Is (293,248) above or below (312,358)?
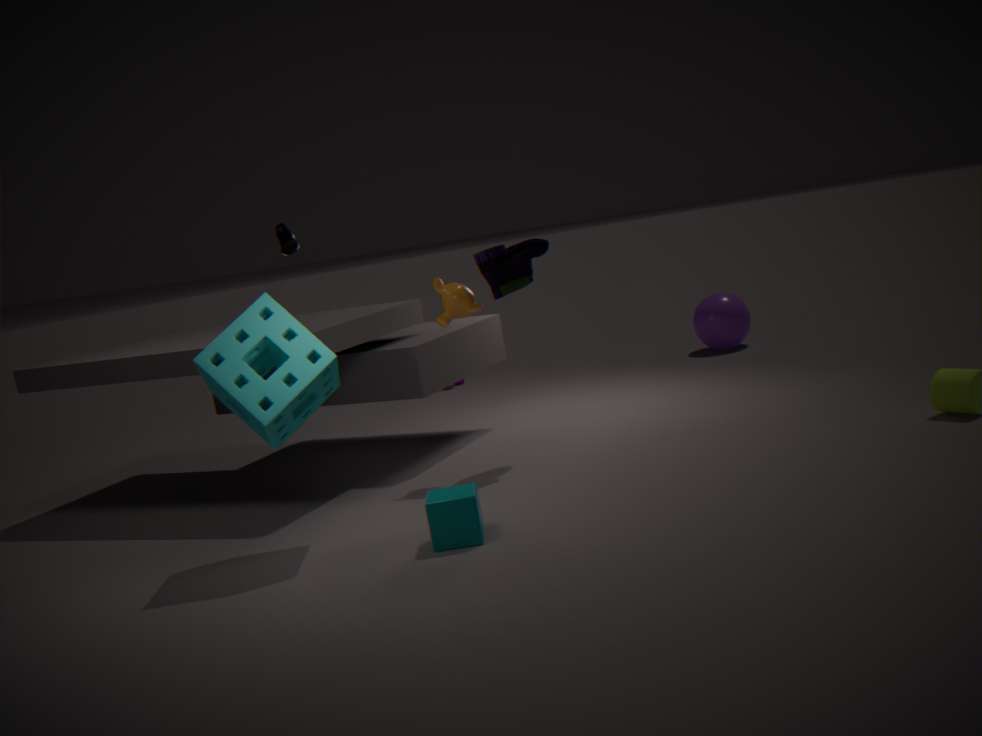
above
